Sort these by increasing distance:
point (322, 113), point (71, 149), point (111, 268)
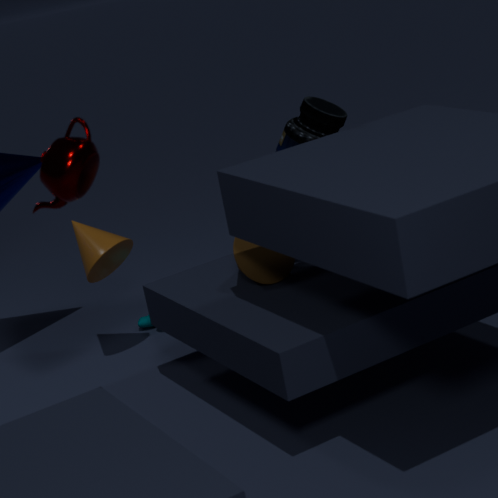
point (71, 149), point (322, 113), point (111, 268)
